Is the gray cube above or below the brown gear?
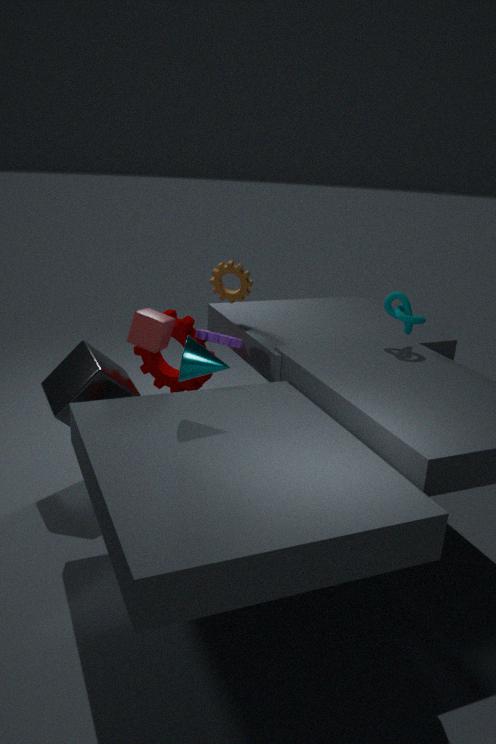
below
